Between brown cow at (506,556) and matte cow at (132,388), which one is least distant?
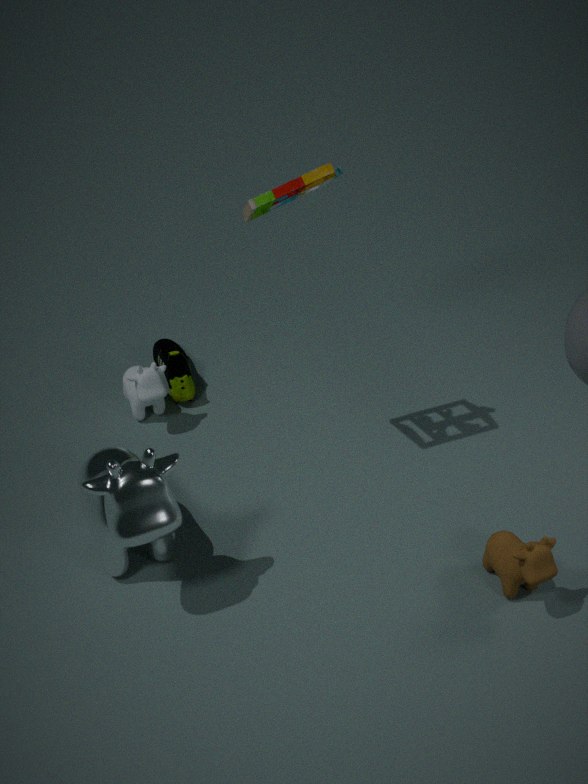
brown cow at (506,556)
